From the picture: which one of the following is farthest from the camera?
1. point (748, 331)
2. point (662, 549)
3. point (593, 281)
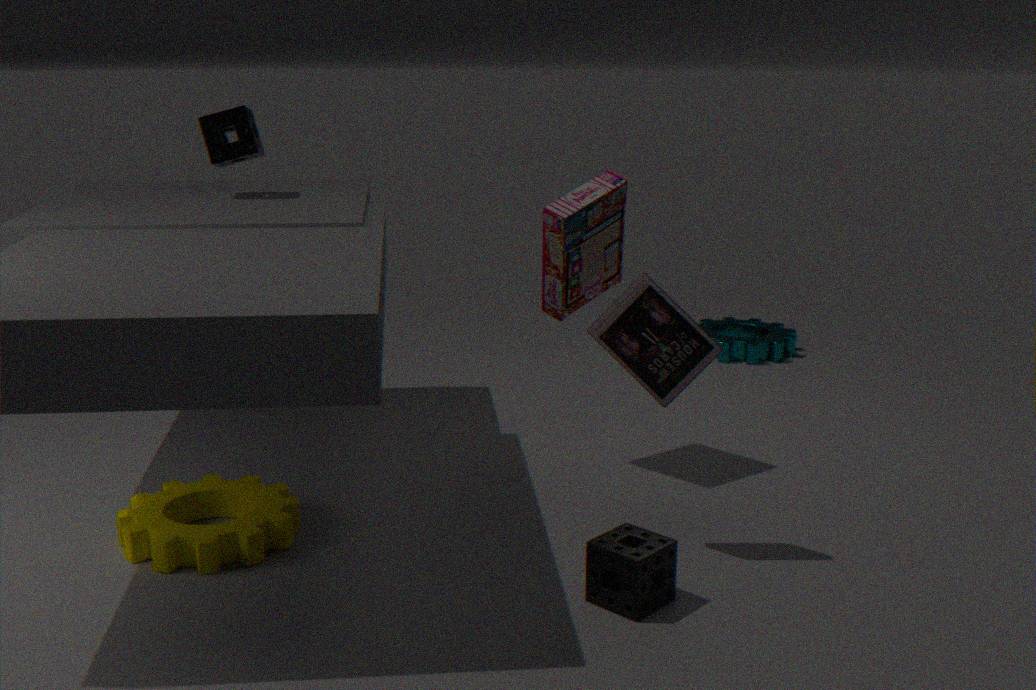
point (748, 331)
